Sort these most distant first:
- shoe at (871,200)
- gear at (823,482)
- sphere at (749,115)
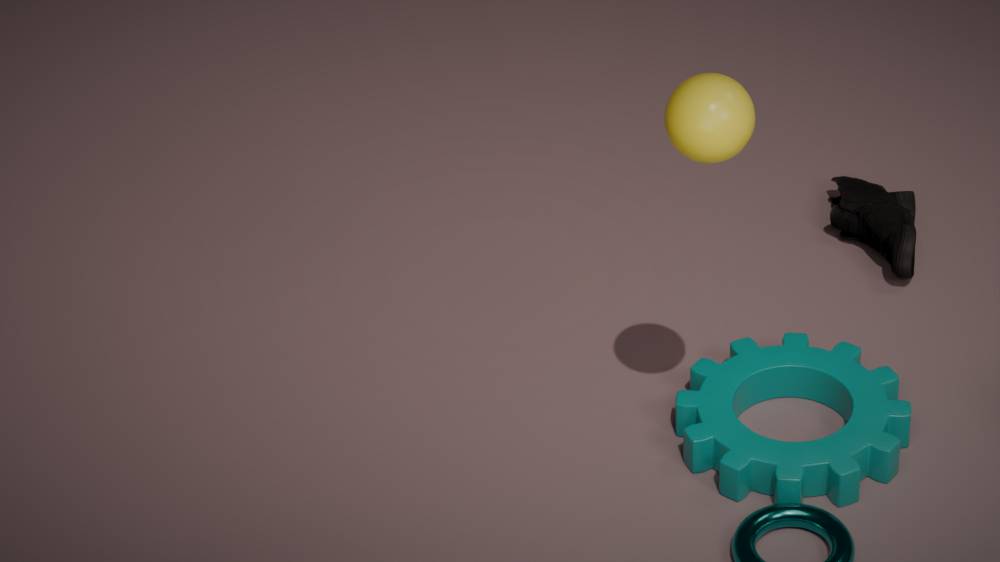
1. shoe at (871,200)
2. gear at (823,482)
3. sphere at (749,115)
